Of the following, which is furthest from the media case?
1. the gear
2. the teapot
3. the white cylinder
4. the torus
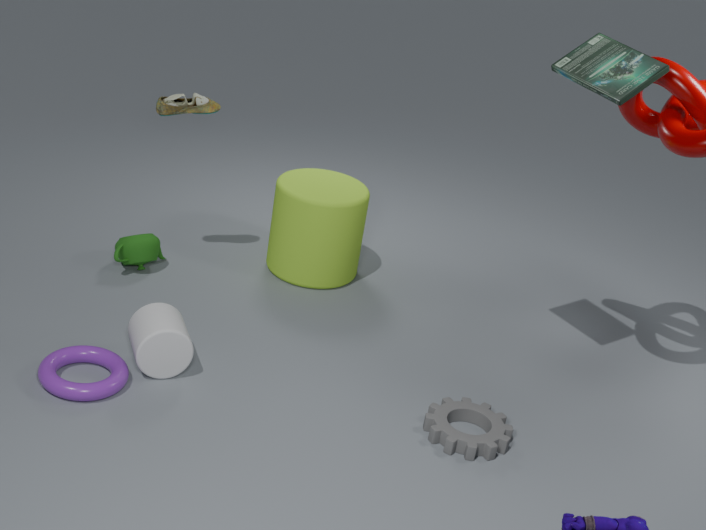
the torus
